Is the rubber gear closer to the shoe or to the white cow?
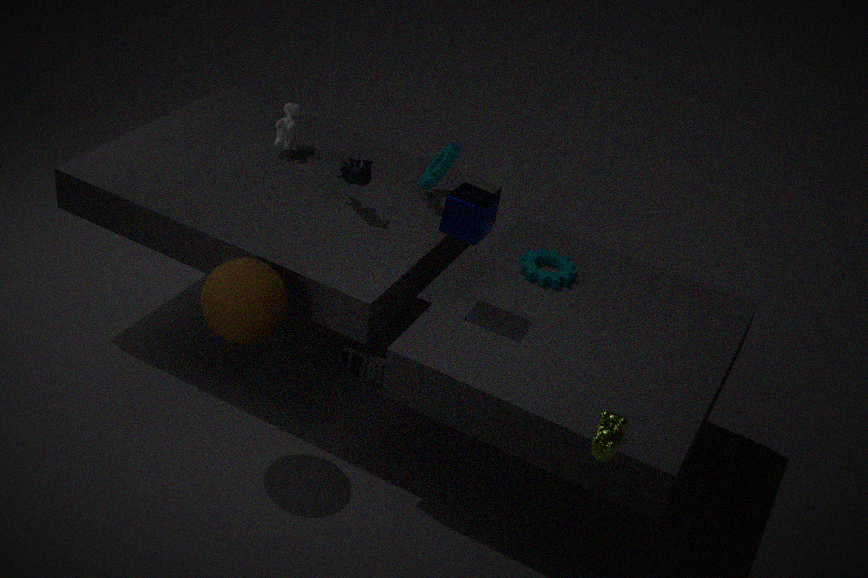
the white cow
